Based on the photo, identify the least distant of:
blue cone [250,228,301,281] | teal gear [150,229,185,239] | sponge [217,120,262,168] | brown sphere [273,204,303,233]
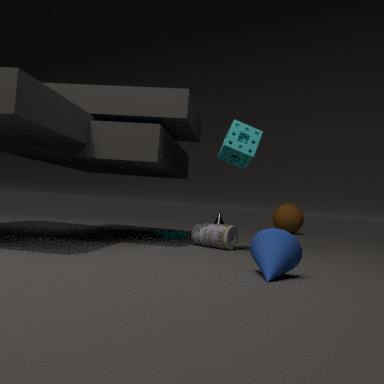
blue cone [250,228,301,281]
